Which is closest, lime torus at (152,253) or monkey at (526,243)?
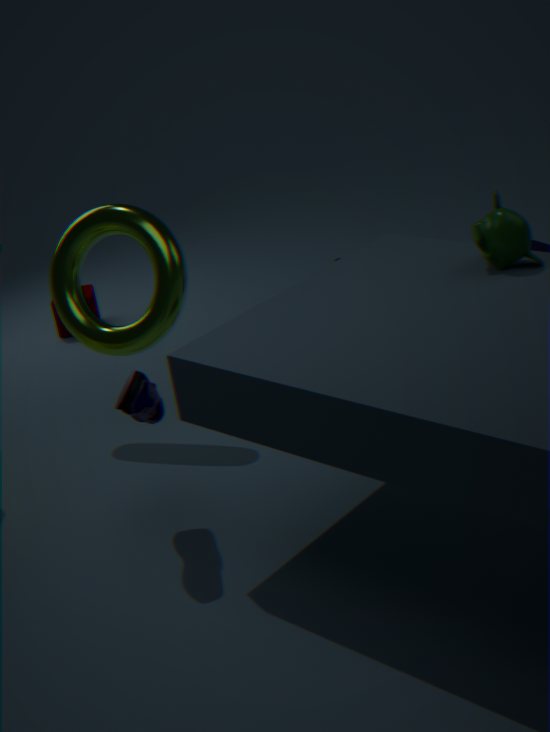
monkey at (526,243)
